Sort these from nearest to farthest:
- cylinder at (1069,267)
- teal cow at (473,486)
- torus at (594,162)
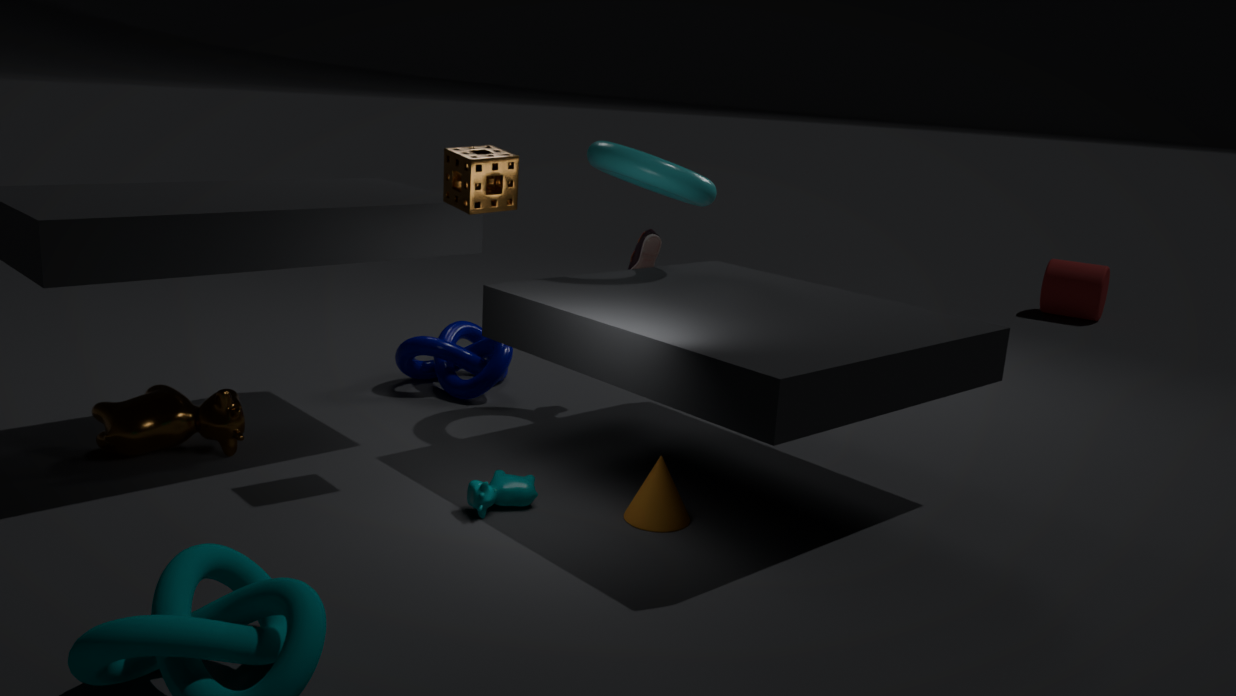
1. teal cow at (473,486)
2. torus at (594,162)
3. cylinder at (1069,267)
